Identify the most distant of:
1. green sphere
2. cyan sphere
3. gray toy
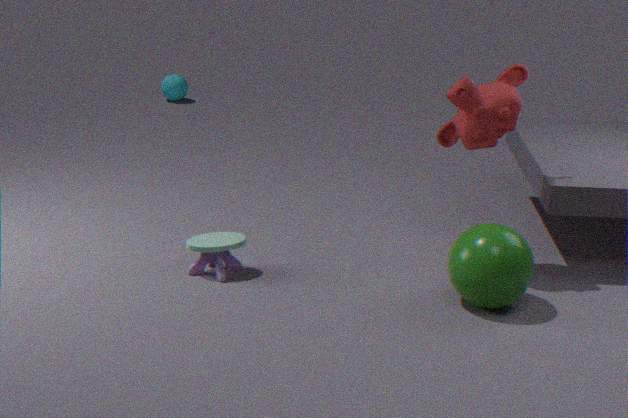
cyan sphere
